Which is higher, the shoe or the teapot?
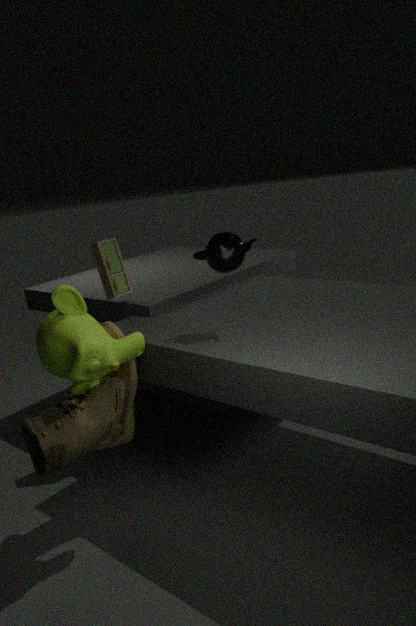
the teapot
